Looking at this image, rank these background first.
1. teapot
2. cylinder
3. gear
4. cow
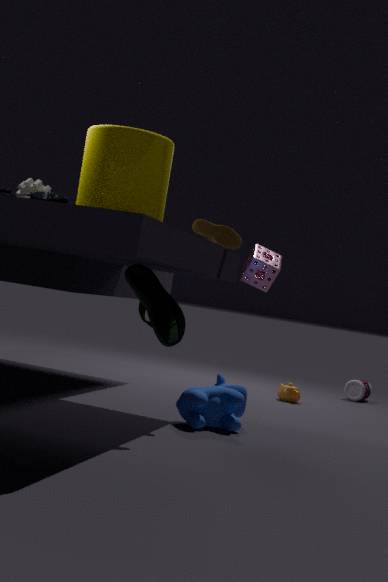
teapot < gear < cow < cylinder
